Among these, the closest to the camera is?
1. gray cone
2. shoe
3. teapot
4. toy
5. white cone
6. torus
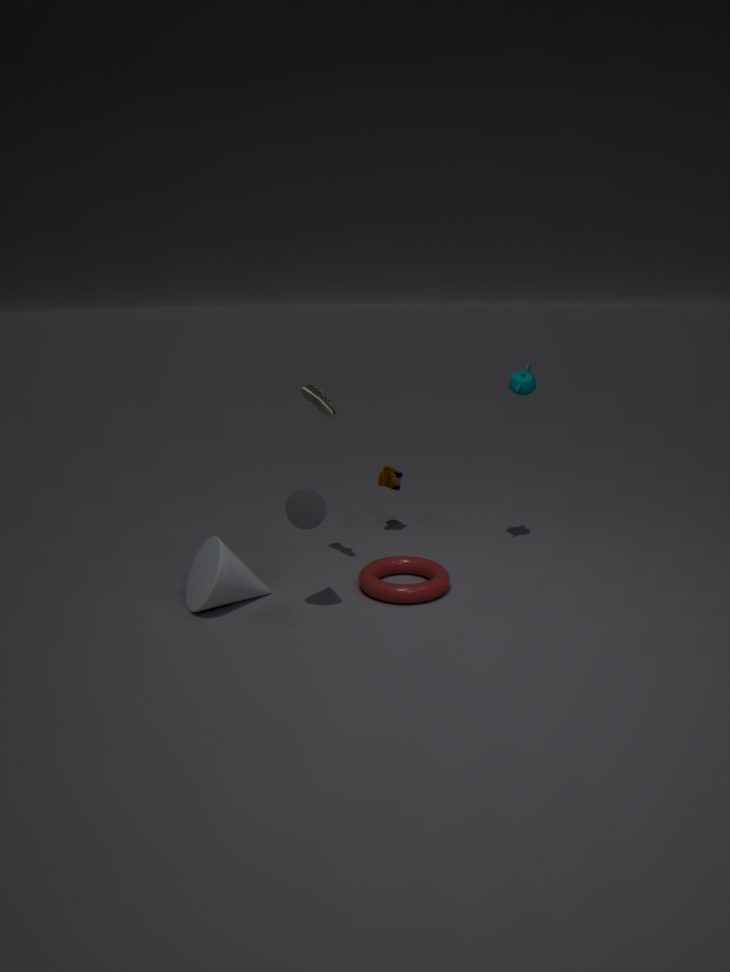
A: gray cone
